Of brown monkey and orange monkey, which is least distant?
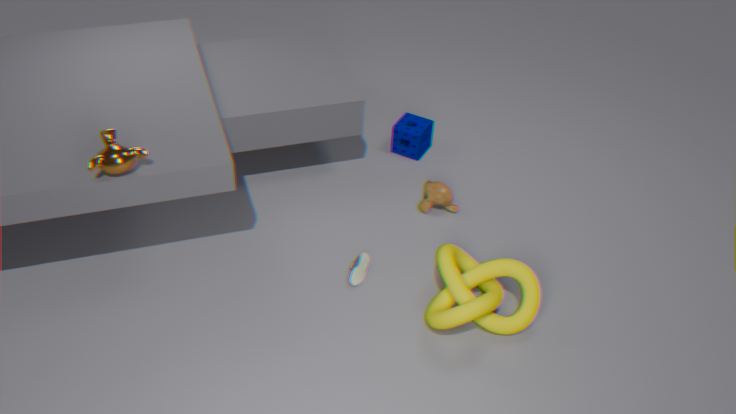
orange monkey
